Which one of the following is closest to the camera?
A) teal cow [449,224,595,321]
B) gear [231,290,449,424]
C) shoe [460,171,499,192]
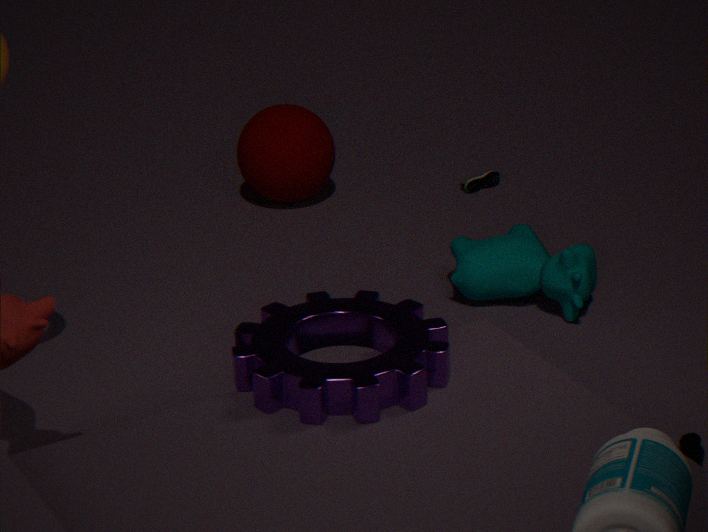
gear [231,290,449,424]
